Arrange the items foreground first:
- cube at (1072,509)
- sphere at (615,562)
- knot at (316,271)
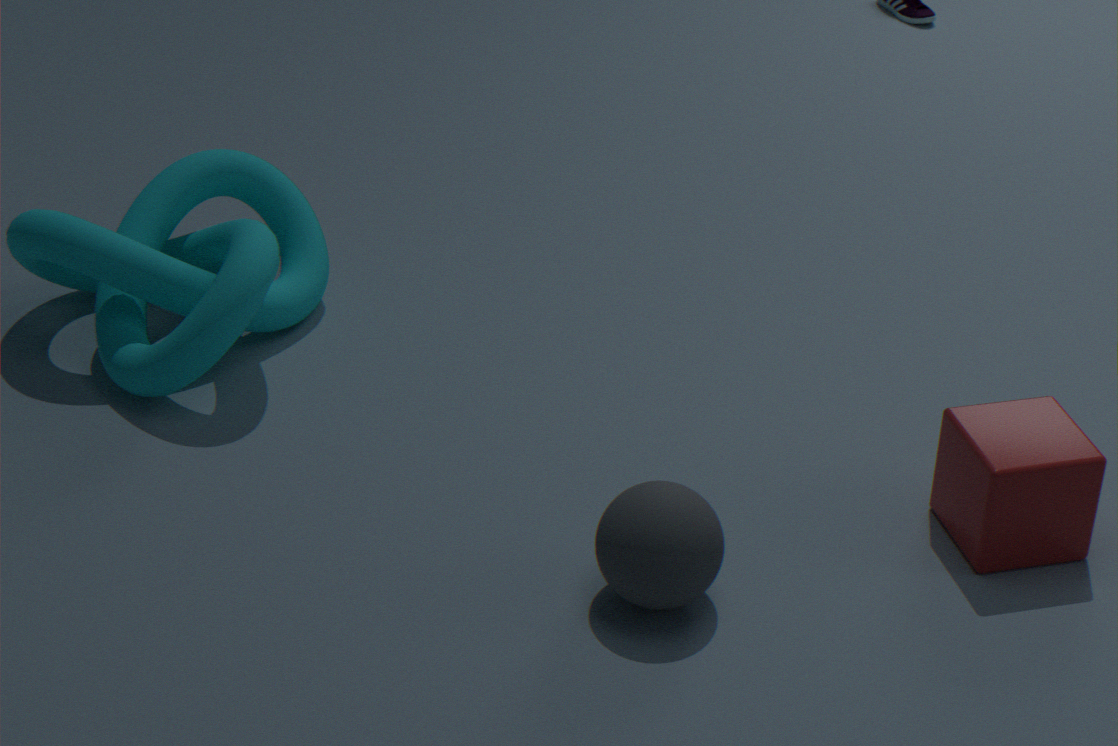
1. sphere at (615,562)
2. cube at (1072,509)
3. knot at (316,271)
